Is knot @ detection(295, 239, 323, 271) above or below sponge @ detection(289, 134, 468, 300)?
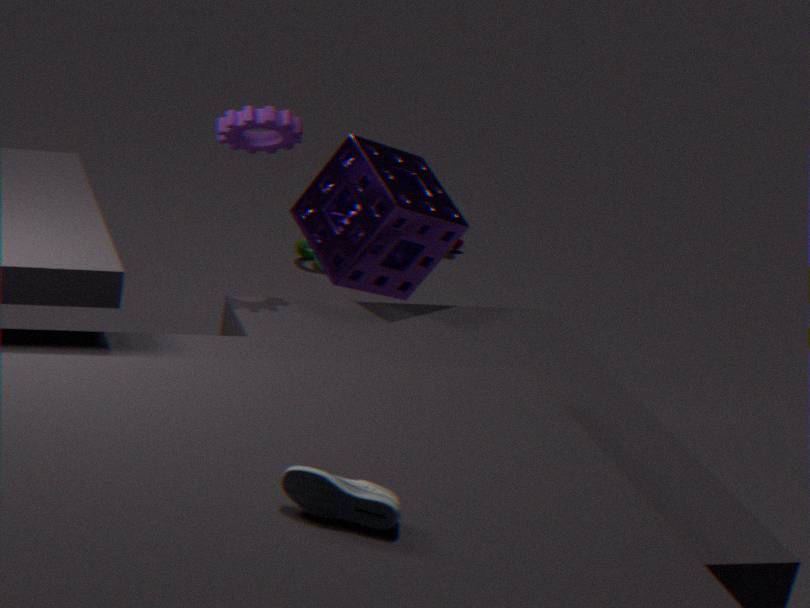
below
